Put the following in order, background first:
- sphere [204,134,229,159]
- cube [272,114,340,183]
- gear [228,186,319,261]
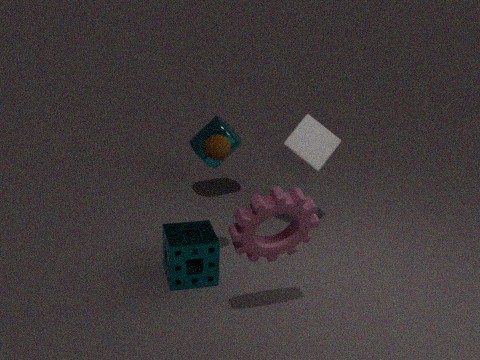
cube [272,114,340,183] < sphere [204,134,229,159] < gear [228,186,319,261]
